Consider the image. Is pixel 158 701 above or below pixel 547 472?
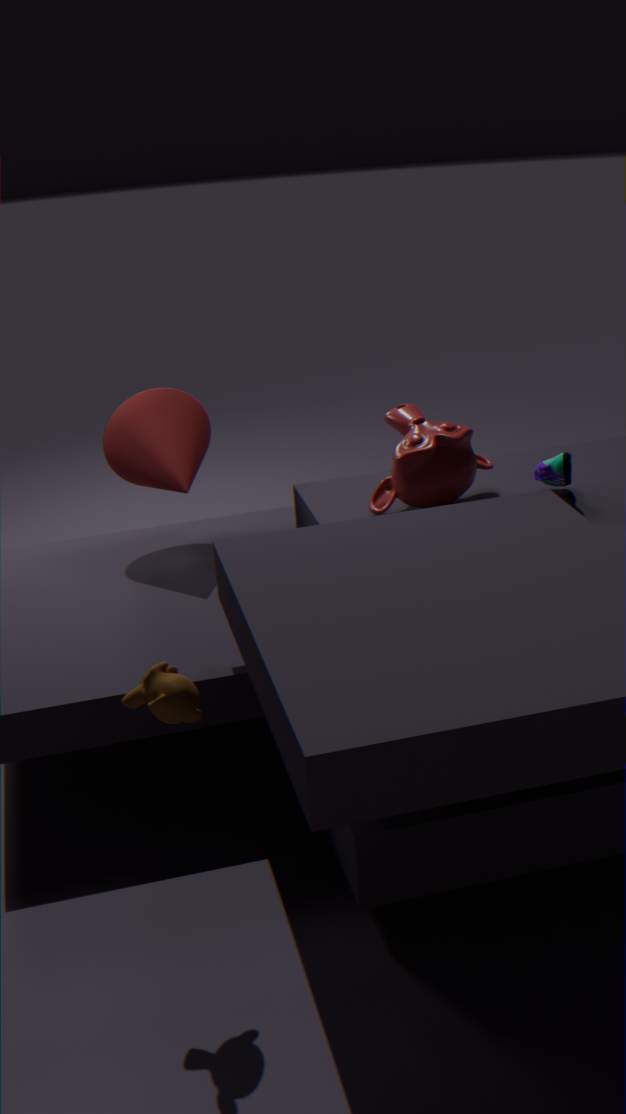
below
